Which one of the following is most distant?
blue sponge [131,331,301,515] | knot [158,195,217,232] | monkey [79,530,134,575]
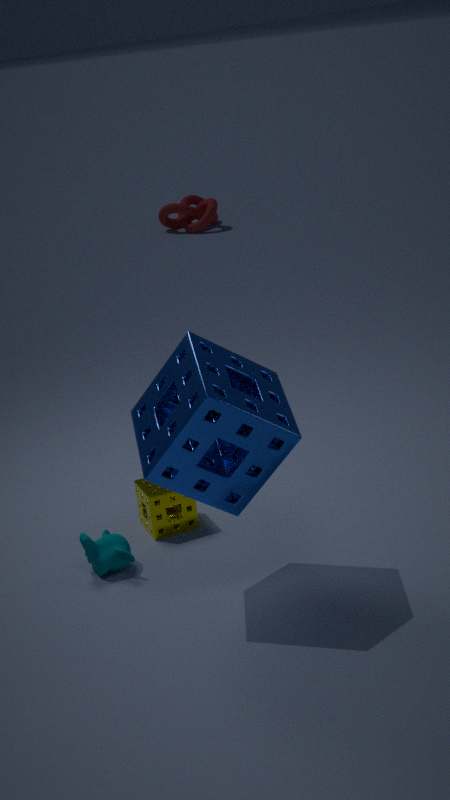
knot [158,195,217,232]
